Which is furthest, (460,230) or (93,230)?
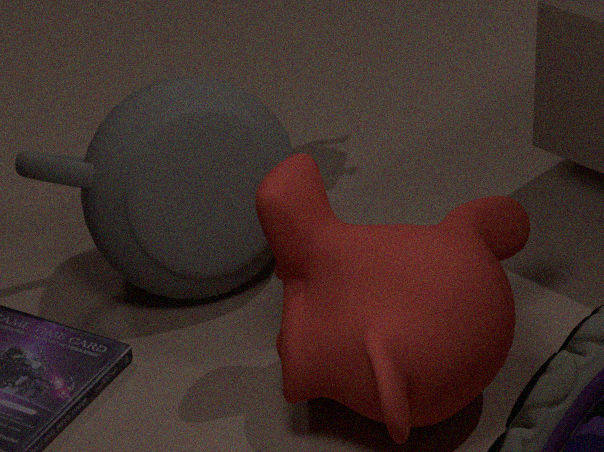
(93,230)
